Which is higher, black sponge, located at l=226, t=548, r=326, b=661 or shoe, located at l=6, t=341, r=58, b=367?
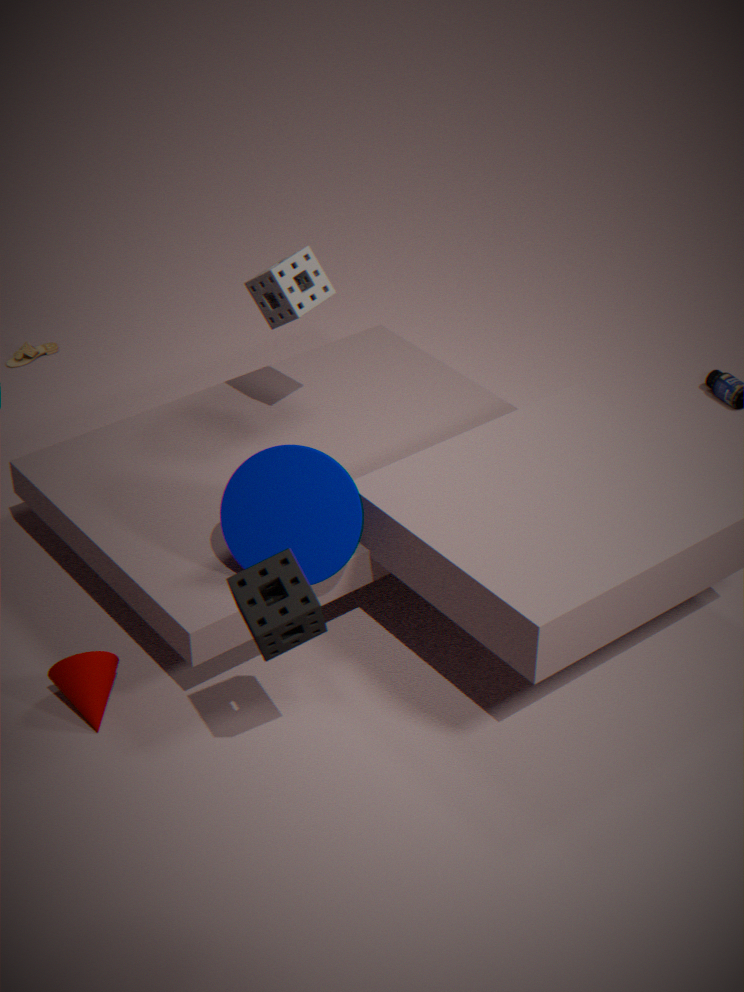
black sponge, located at l=226, t=548, r=326, b=661
